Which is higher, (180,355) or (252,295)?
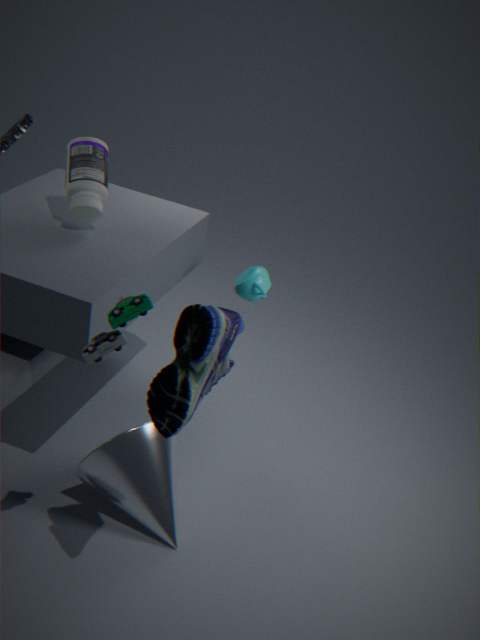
(180,355)
